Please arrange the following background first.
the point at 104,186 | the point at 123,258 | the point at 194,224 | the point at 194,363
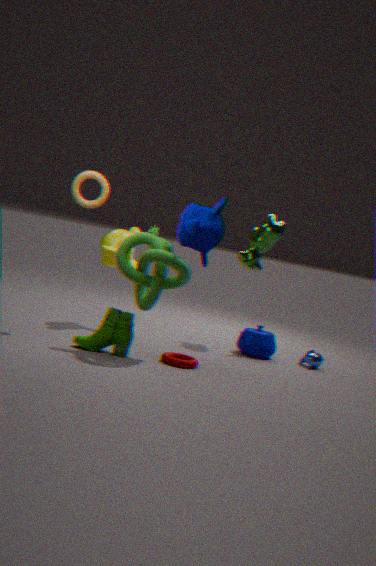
the point at 104,186, the point at 194,363, the point at 123,258, the point at 194,224
